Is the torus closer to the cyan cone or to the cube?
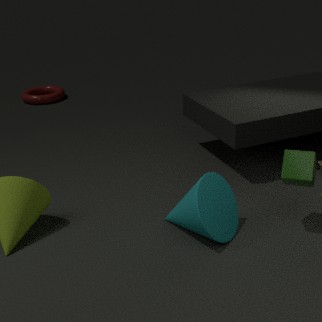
the cyan cone
